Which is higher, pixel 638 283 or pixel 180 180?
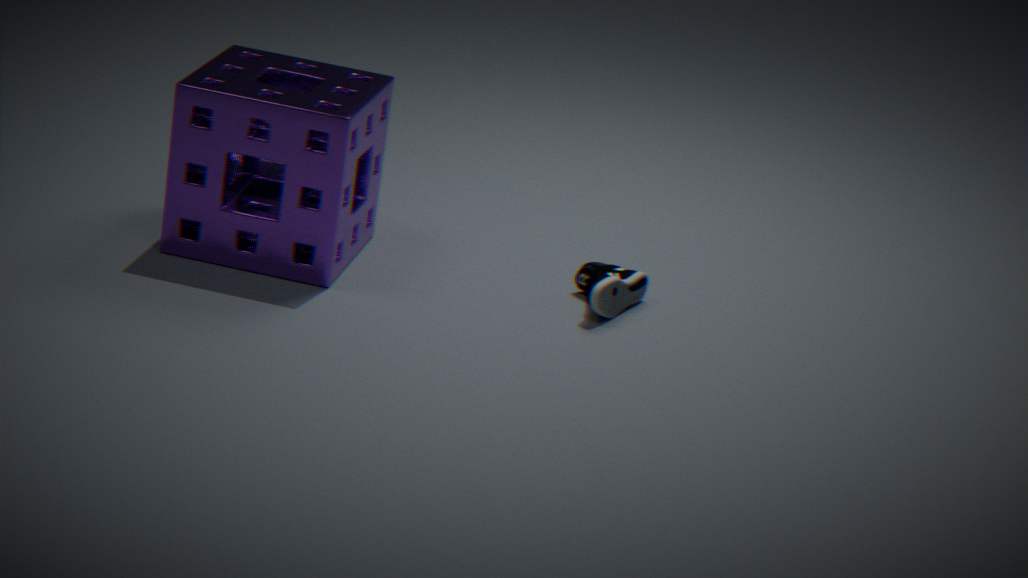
pixel 180 180
